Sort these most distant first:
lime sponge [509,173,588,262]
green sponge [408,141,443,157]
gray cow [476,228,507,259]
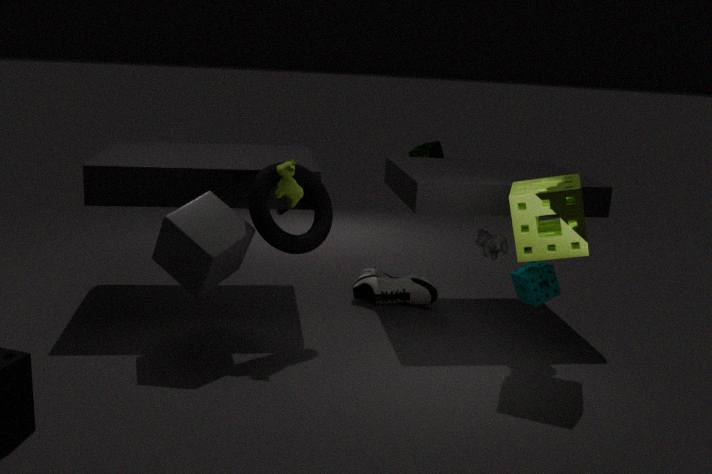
green sponge [408,141,443,157]
gray cow [476,228,507,259]
lime sponge [509,173,588,262]
